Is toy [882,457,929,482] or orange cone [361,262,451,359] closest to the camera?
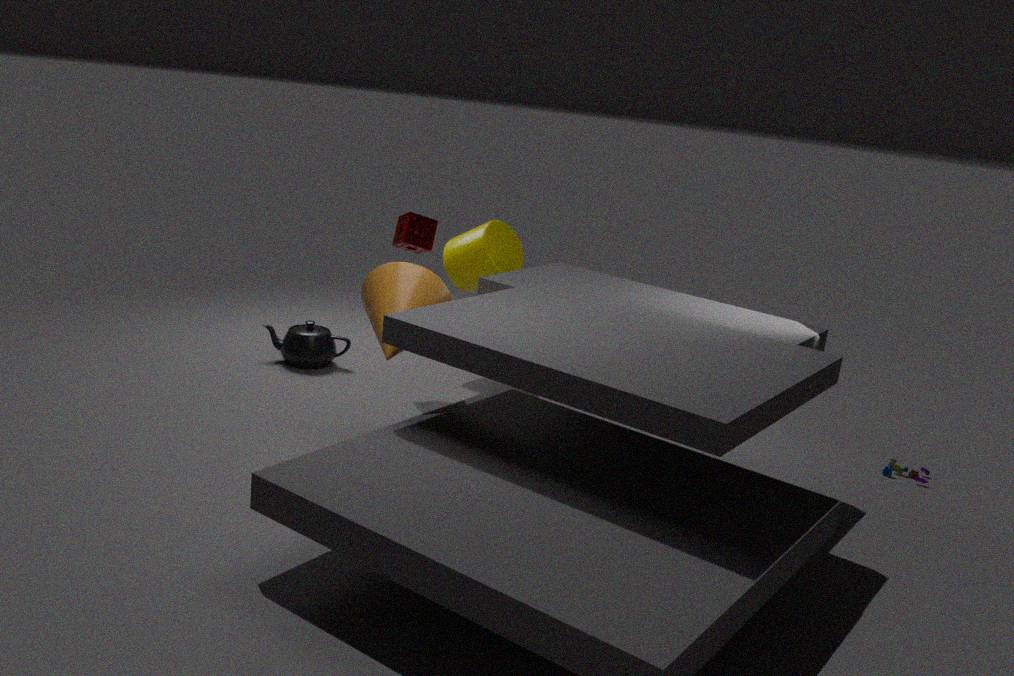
orange cone [361,262,451,359]
